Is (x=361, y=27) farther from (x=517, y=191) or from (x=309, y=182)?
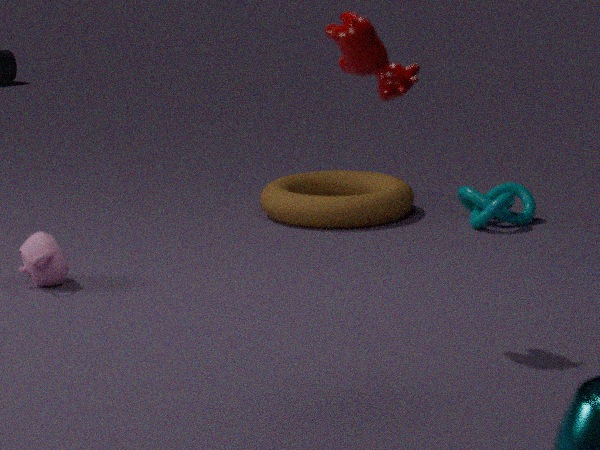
(x=309, y=182)
